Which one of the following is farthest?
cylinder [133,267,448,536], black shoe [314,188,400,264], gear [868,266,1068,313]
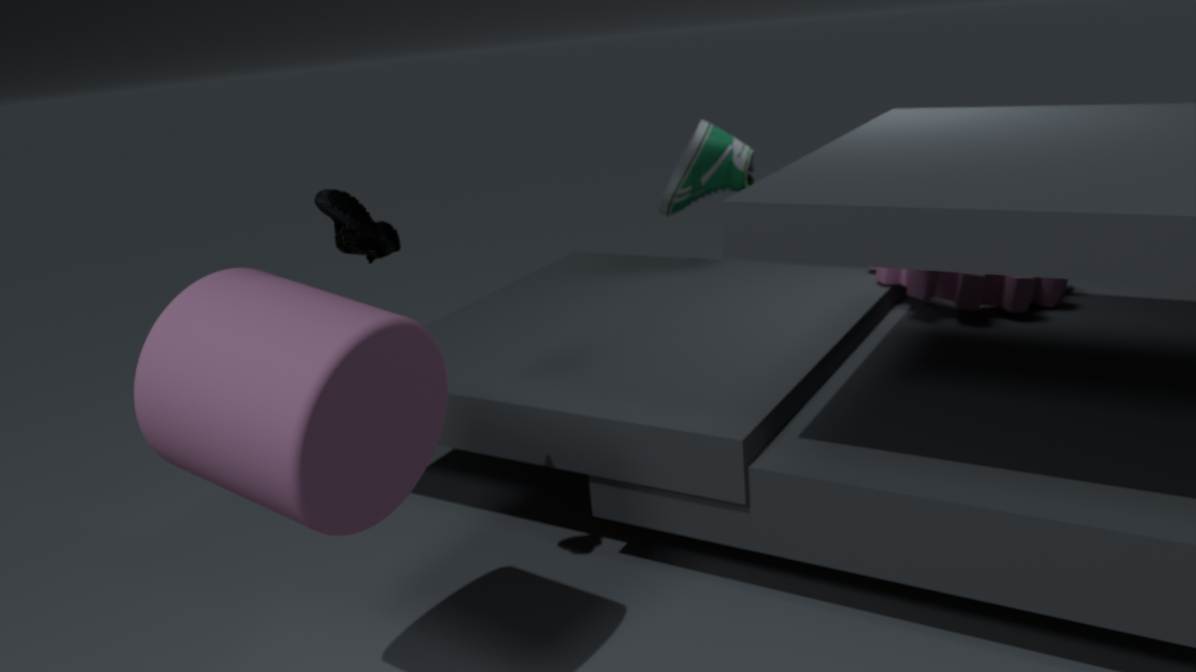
gear [868,266,1068,313]
